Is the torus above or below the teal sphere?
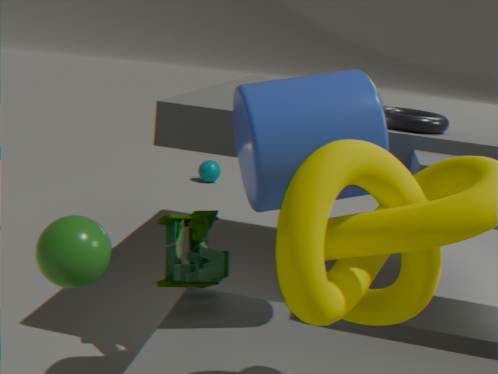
above
